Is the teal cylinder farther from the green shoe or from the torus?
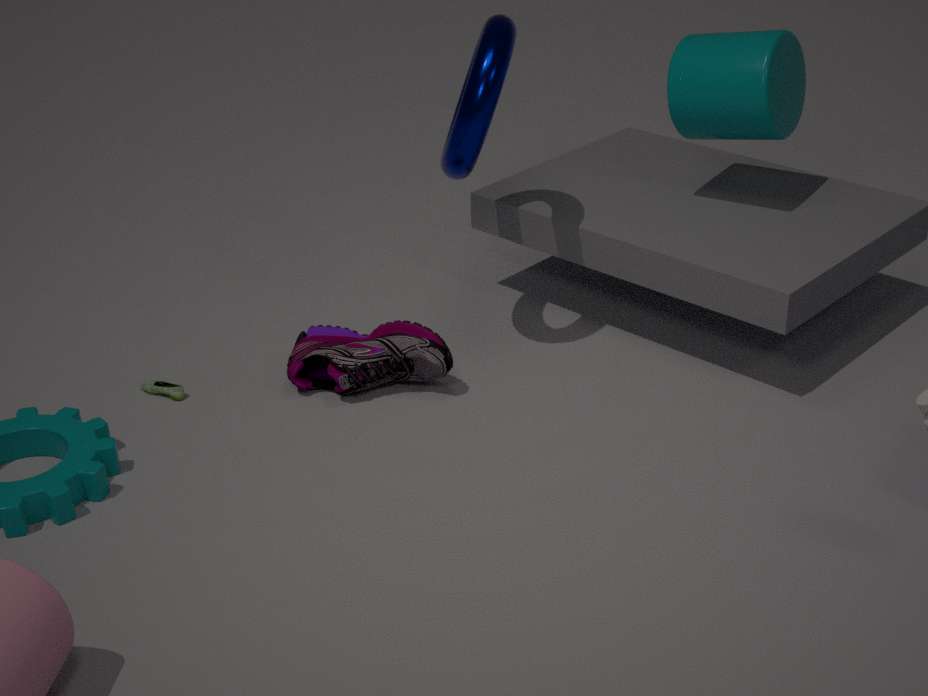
the green shoe
